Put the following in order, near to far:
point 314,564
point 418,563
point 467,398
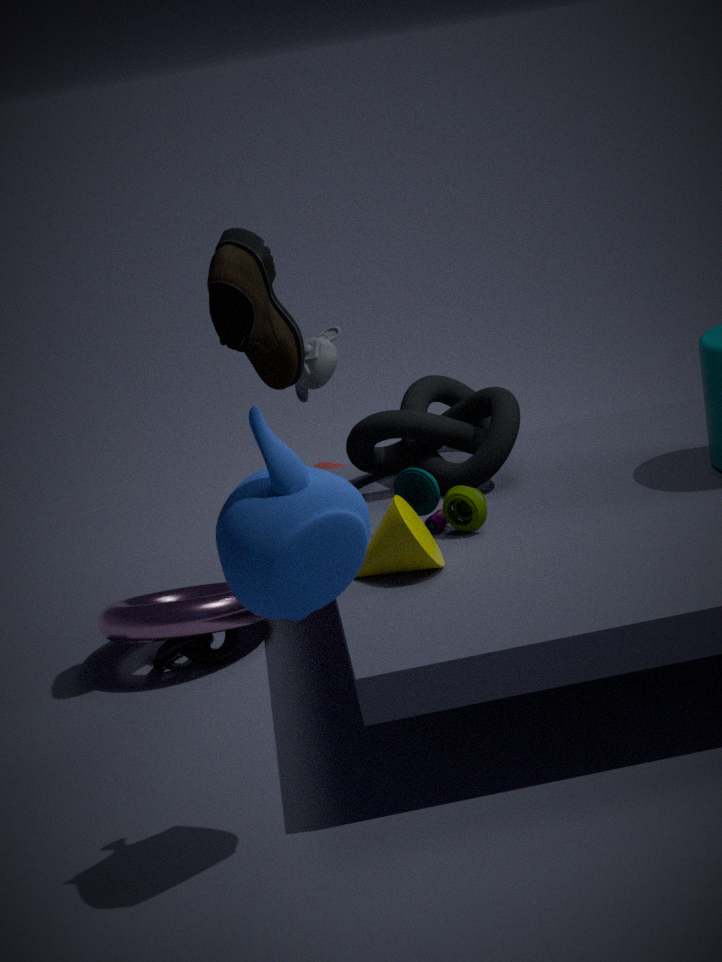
point 314,564 < point 418,563 < point 467,398
